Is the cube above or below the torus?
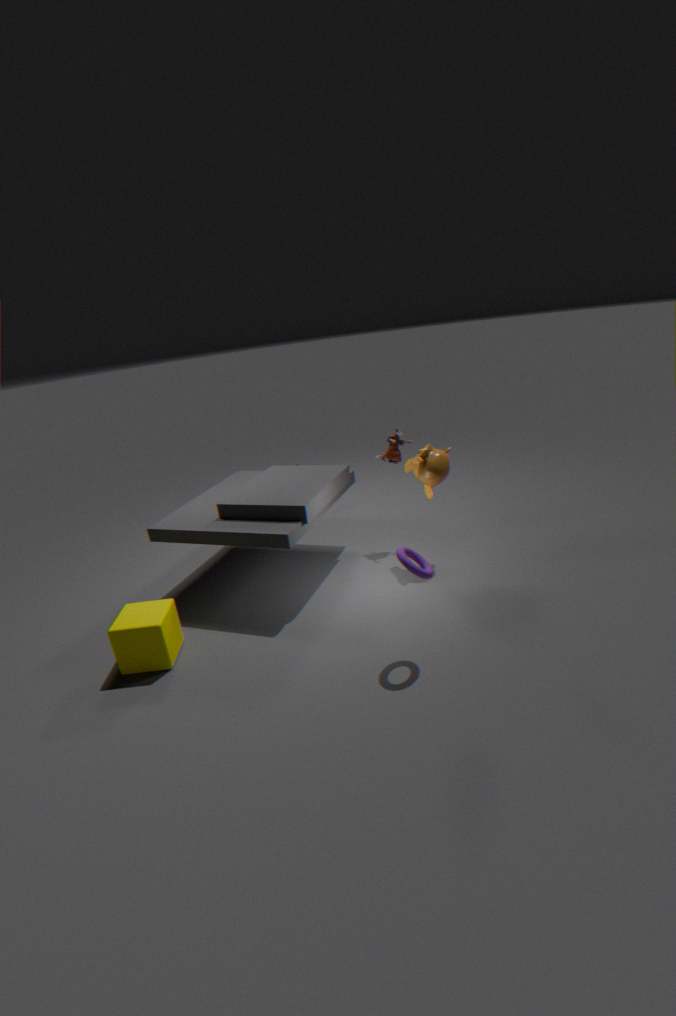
below
